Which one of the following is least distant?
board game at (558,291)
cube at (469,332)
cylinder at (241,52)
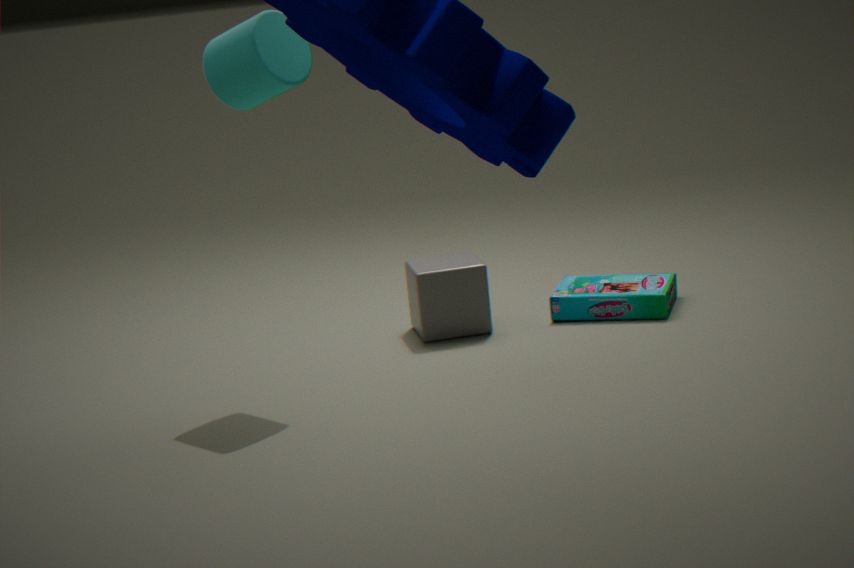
cylinder at (241,52)
